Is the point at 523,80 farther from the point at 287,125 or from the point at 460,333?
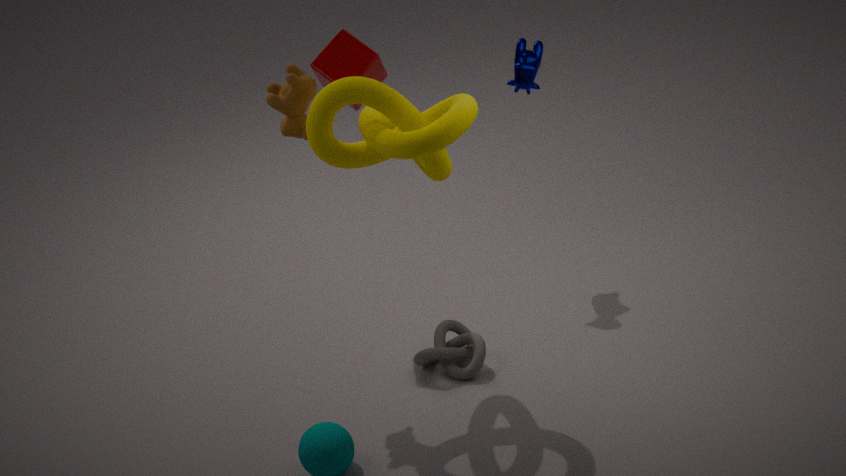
the point at 460,333
